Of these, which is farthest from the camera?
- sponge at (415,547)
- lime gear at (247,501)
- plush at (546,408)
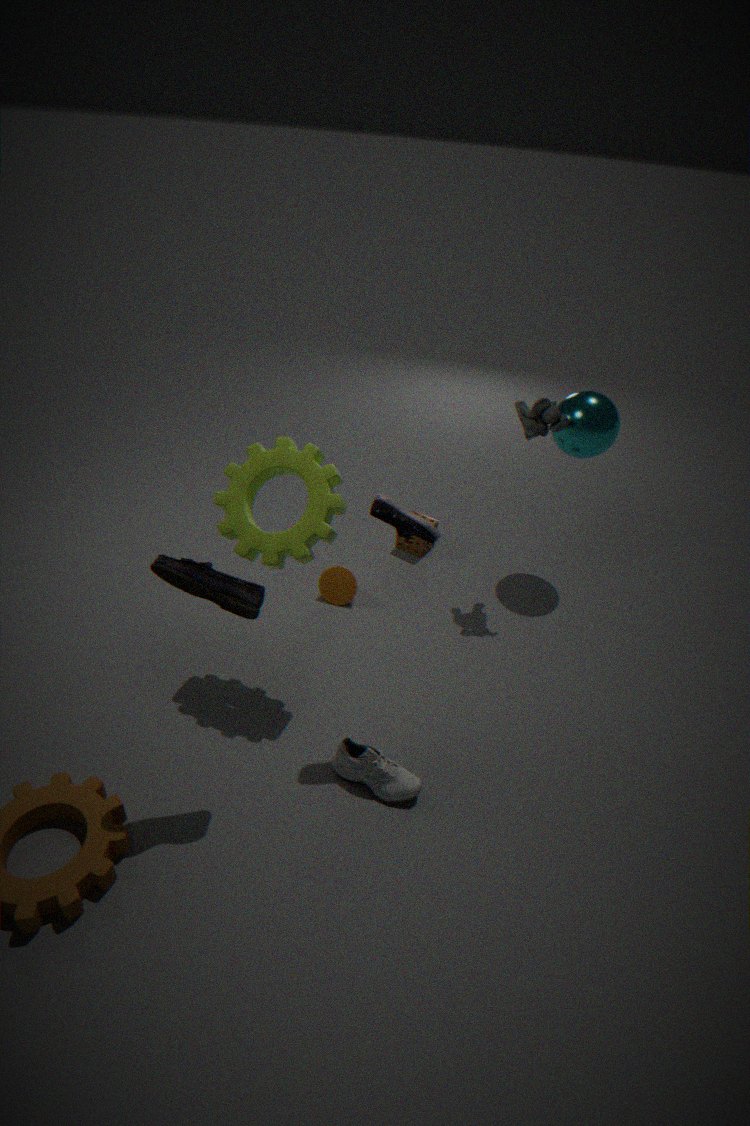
→ sponge at (415,547)
